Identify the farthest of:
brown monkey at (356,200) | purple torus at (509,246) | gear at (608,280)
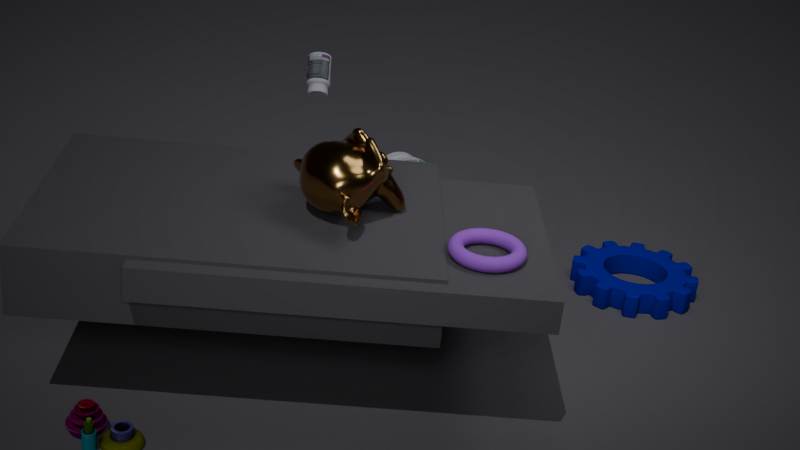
gear at (608,280)
